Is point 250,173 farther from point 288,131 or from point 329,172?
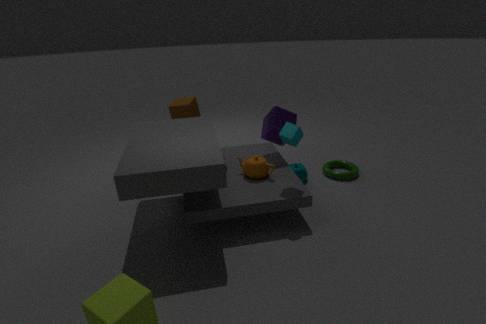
point 329,172
